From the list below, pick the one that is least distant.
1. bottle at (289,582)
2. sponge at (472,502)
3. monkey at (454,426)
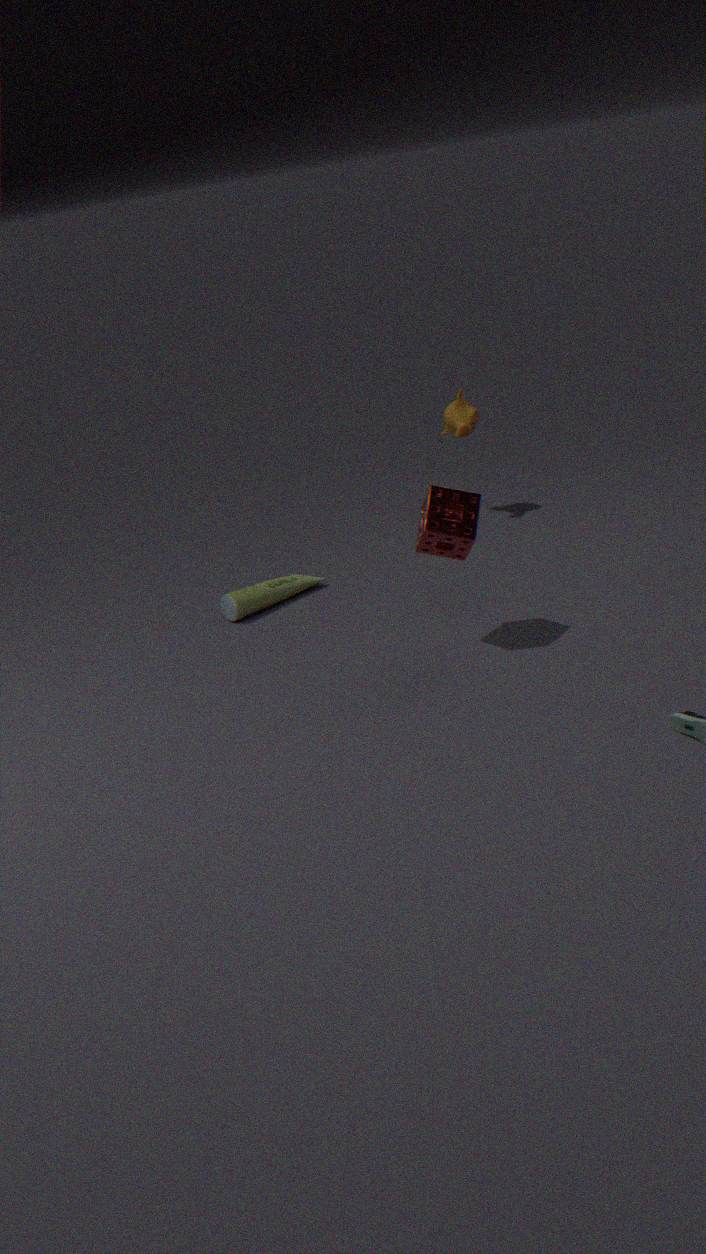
sponge at (472,502)
